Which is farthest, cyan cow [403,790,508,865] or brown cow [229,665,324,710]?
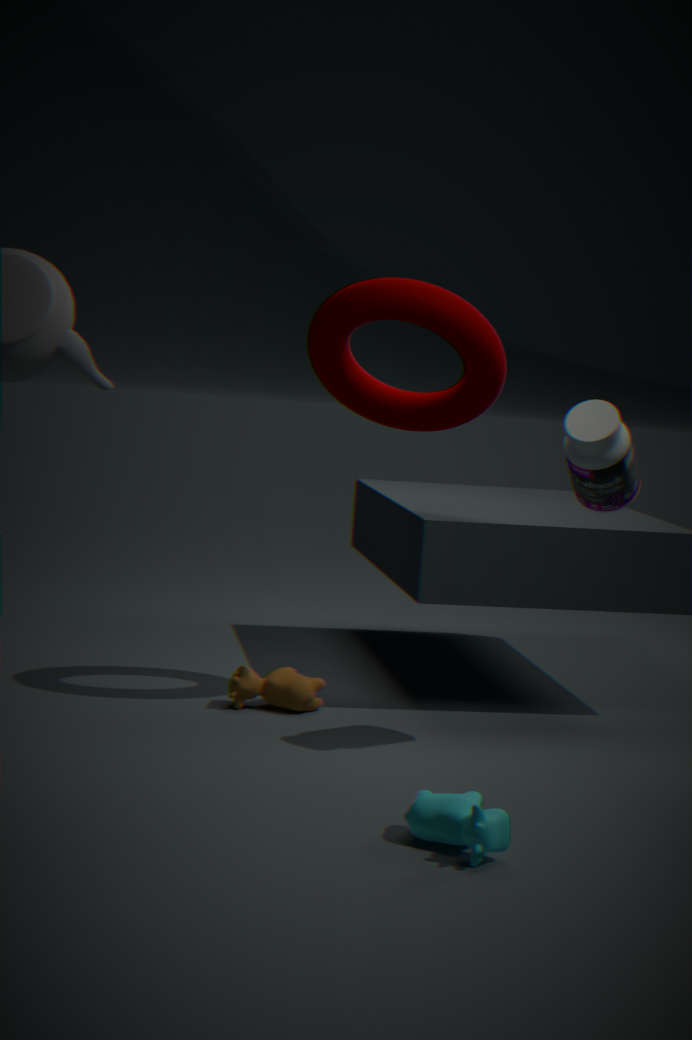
brown cow [229,665,324,710]
